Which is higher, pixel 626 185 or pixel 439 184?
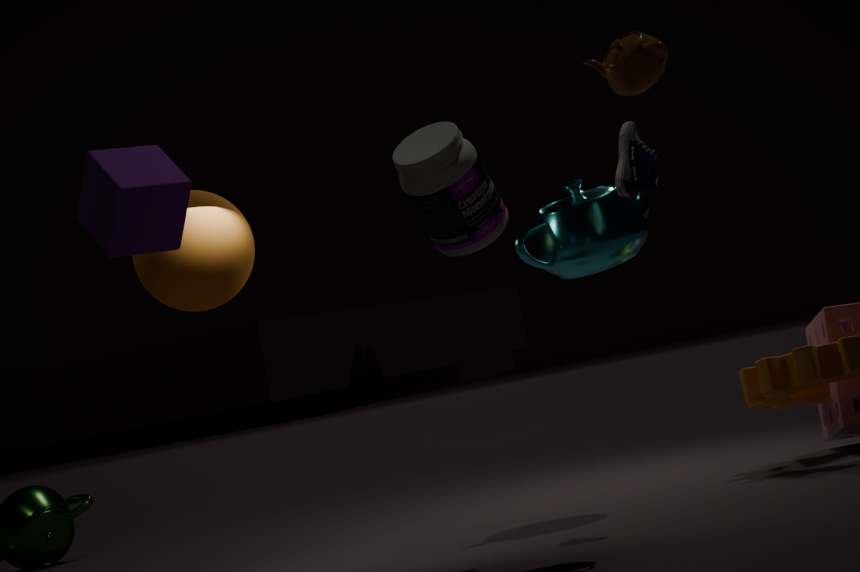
pixel 626 185
